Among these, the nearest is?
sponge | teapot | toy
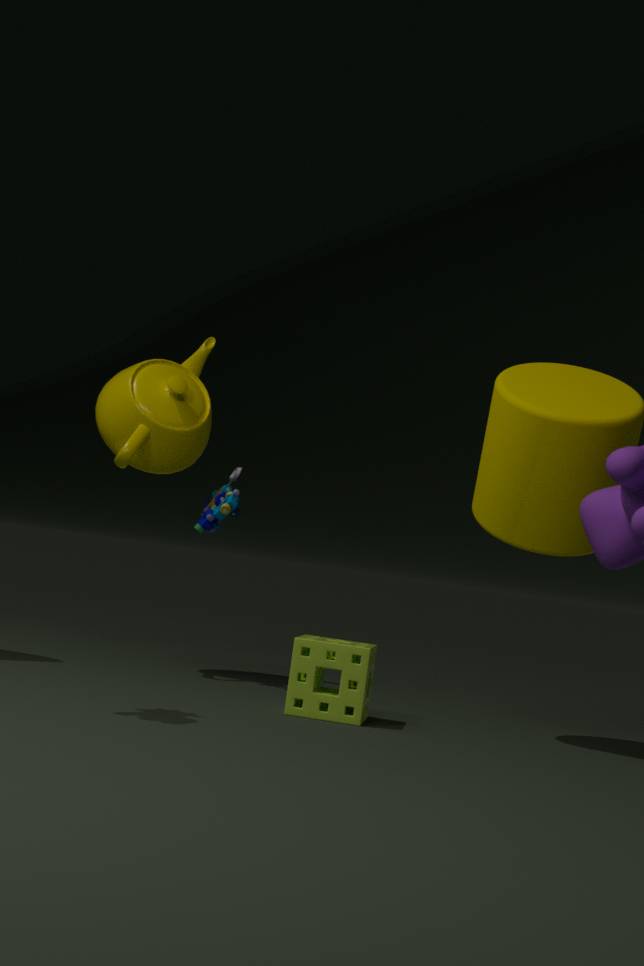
sponge
